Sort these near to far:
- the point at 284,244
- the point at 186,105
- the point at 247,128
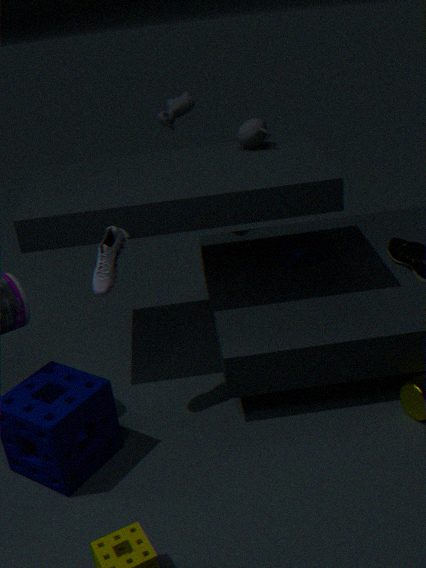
the point at 247,128 → the point at 284,244 → the point at 186,105
